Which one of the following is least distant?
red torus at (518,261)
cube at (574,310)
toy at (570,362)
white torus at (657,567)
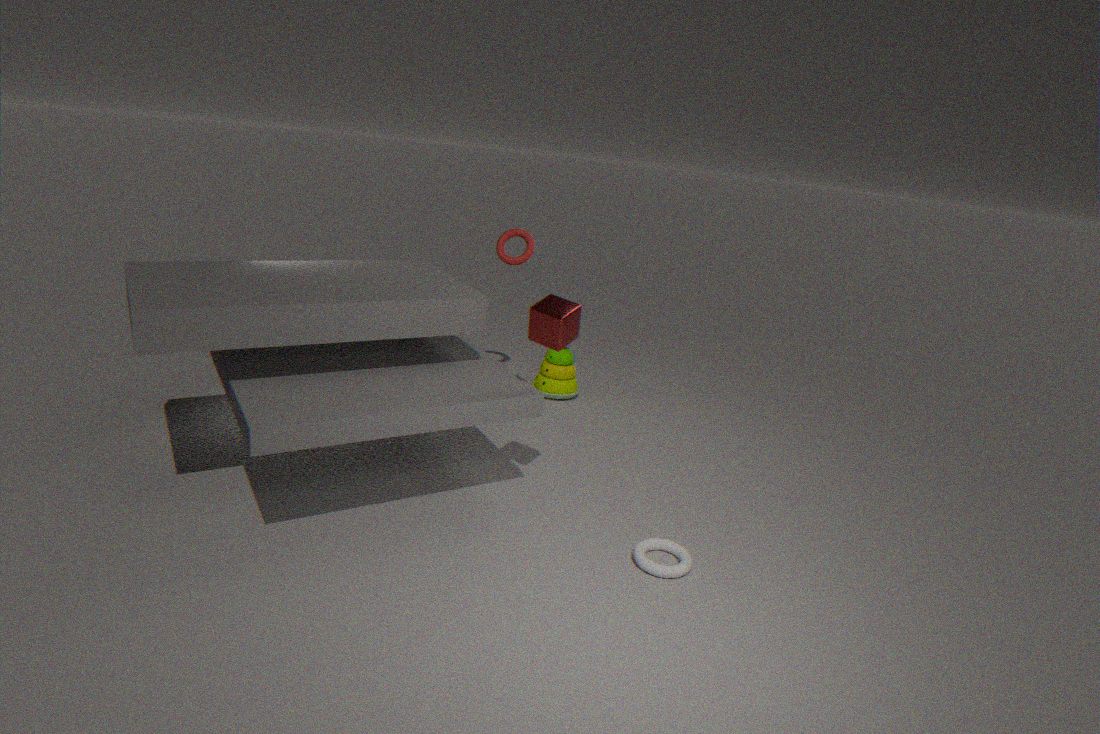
white torus at (657,567)
